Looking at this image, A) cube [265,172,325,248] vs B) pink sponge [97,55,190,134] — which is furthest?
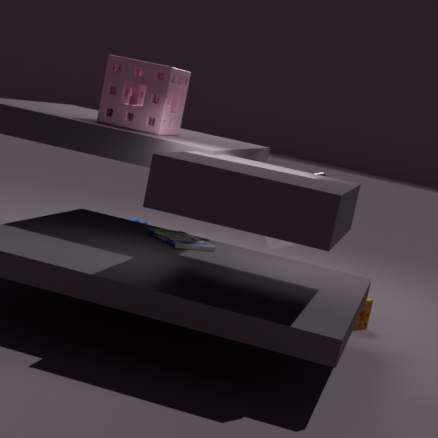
A. cube [265,172,325,248]
